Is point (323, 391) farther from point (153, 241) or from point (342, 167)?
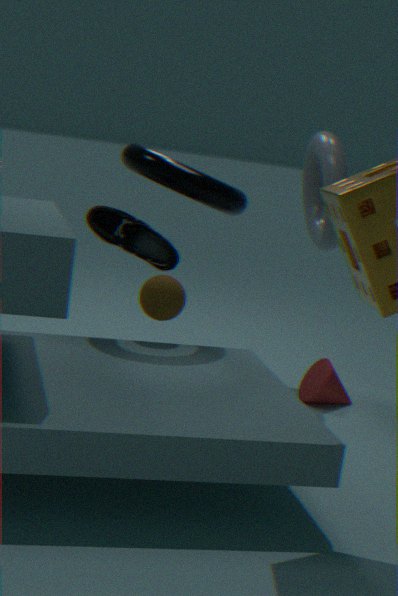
point (153, 241)
